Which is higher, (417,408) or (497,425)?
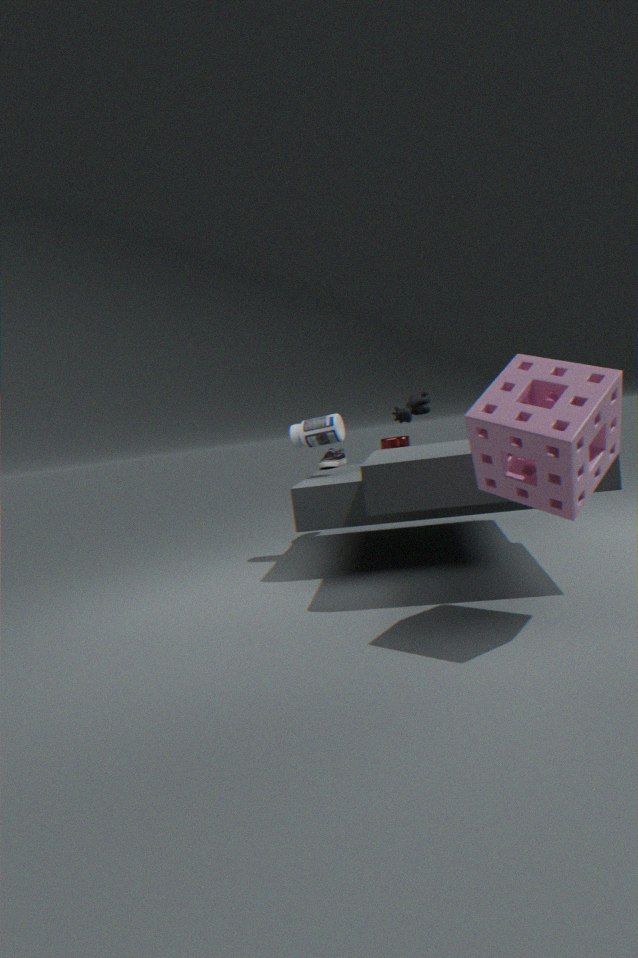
(417,408)
